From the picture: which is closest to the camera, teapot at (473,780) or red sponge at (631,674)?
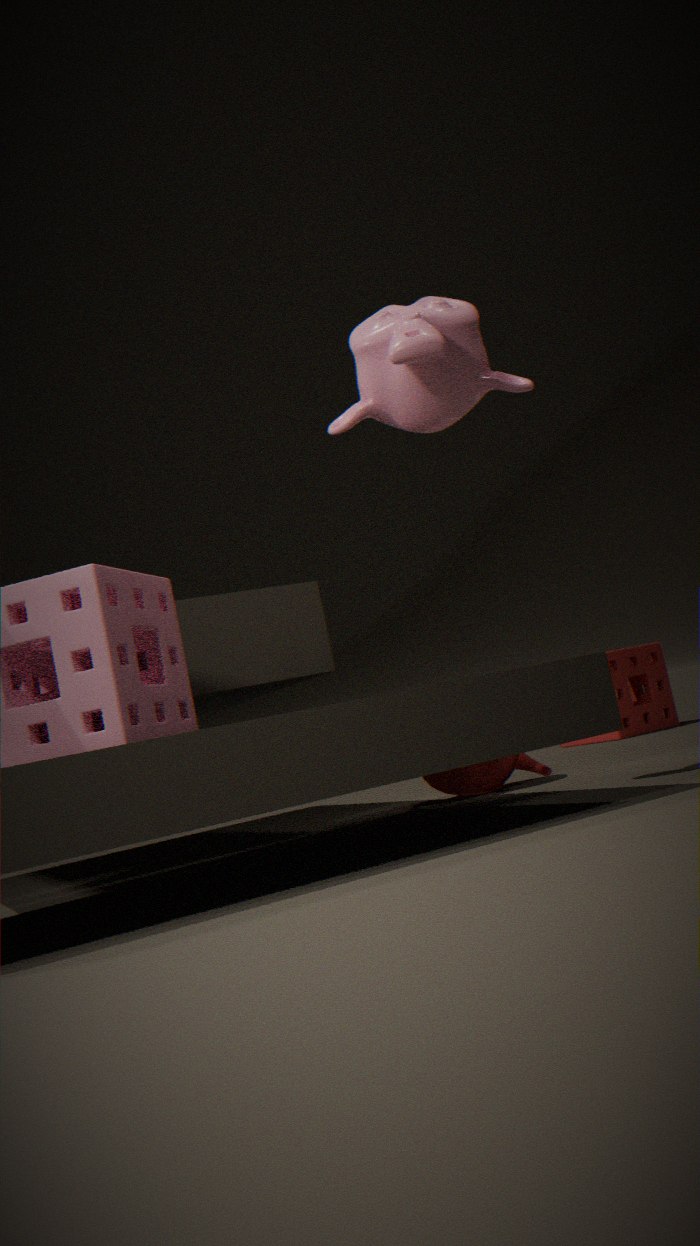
teapot at (473,780)
